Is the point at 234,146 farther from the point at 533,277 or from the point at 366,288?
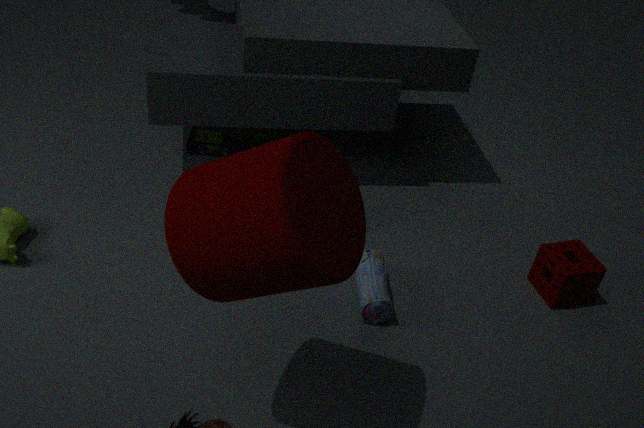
the point at 533,277
